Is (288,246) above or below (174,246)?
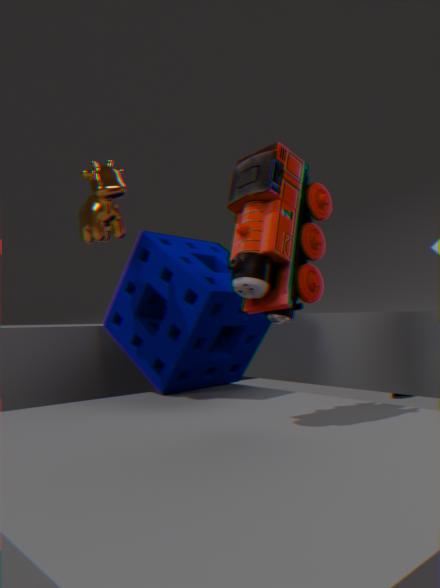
above
